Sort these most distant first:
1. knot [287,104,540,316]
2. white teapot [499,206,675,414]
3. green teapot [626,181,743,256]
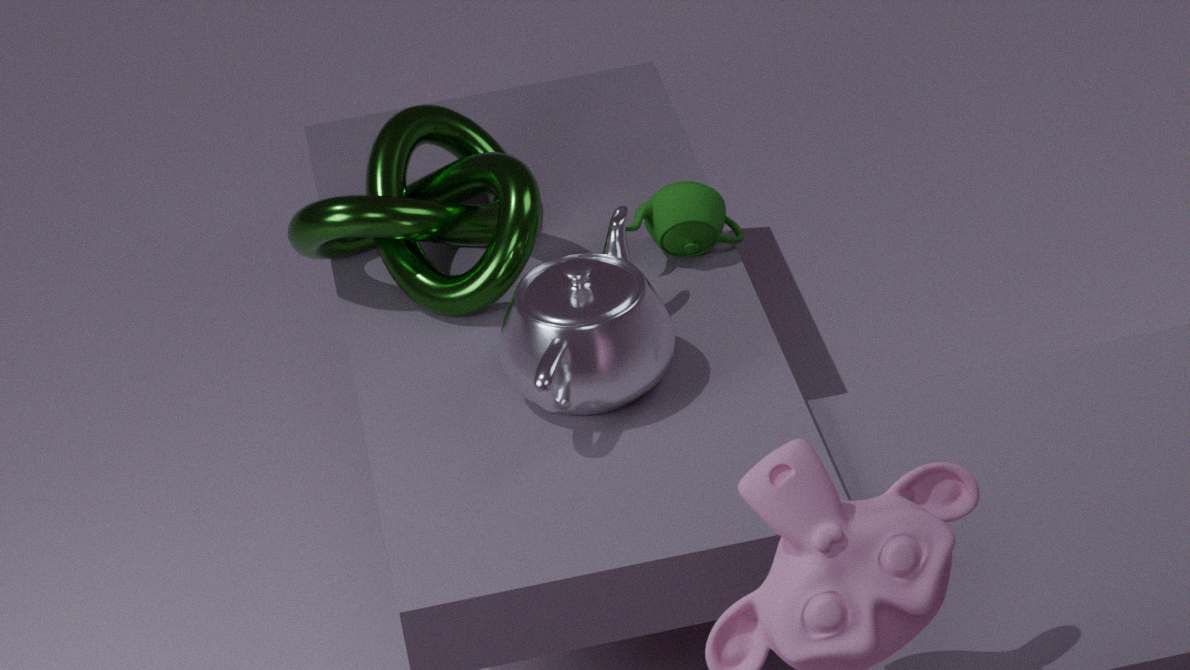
green teapot [626,181,743,256]
knot [287,104,540,316]
white teapot [499,206,675,414]
